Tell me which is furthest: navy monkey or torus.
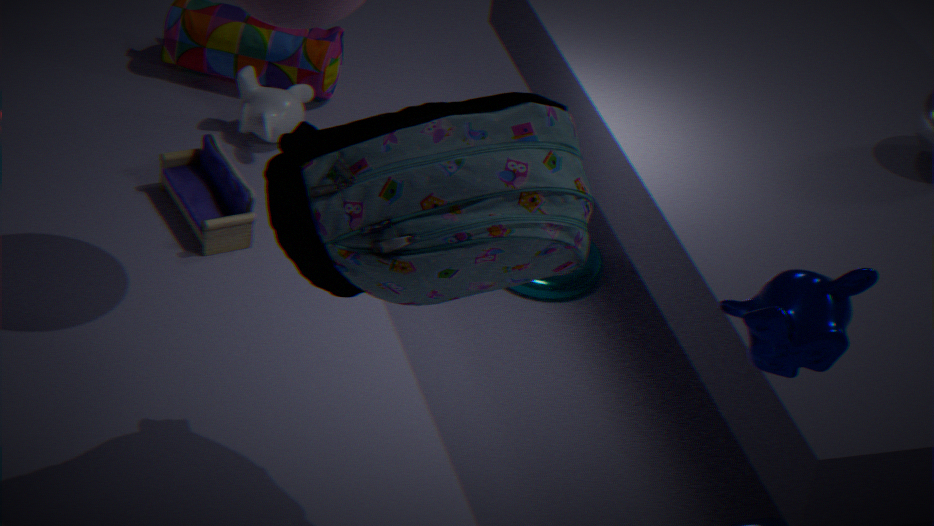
torus
